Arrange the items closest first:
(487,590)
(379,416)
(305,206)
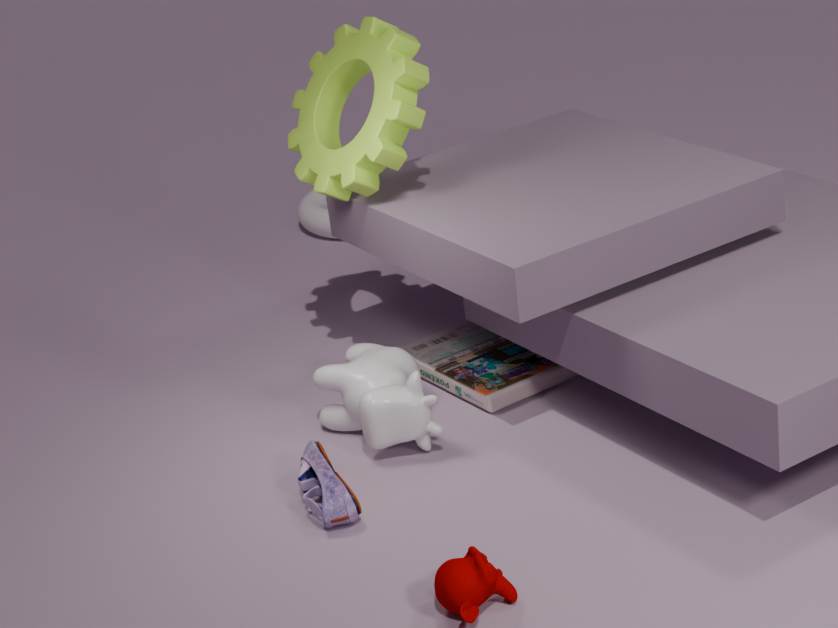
(487,590), (379,416), (305,206)
